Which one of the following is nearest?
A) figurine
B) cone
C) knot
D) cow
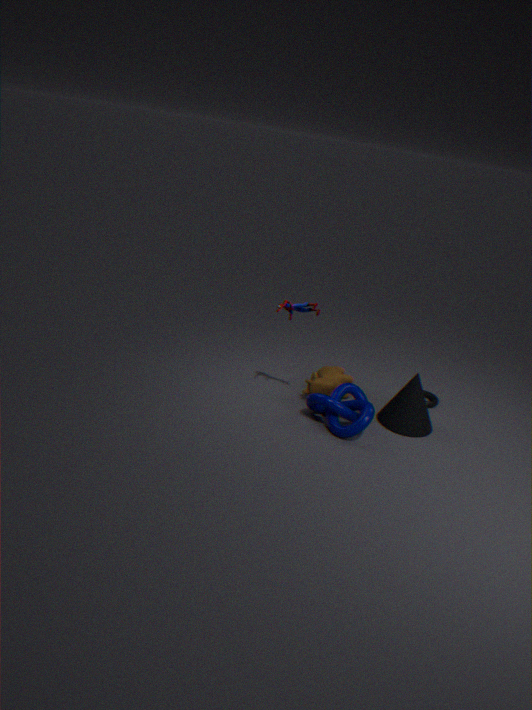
knot
